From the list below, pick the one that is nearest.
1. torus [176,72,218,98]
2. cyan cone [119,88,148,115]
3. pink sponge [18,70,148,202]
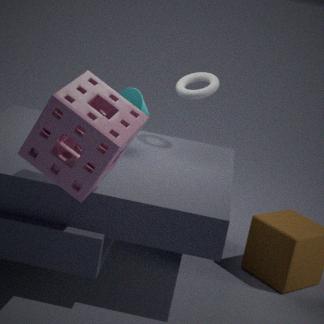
pink sponge [18,70,148,202]
